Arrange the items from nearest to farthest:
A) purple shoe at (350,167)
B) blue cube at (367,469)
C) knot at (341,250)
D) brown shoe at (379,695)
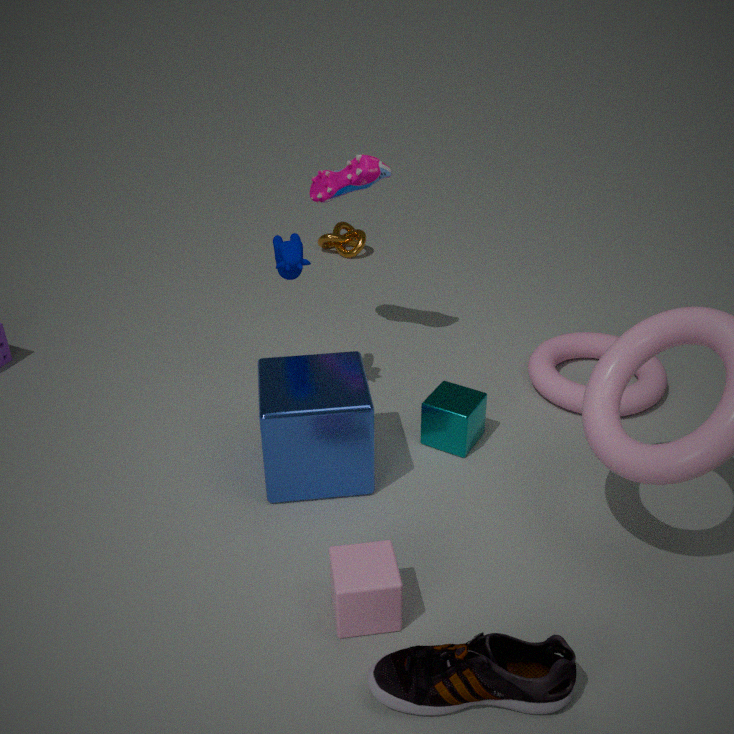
brown shoe at (379,695) < blue cube at (367,469) < purple shoe at (350,167) < knot at (341,250)
